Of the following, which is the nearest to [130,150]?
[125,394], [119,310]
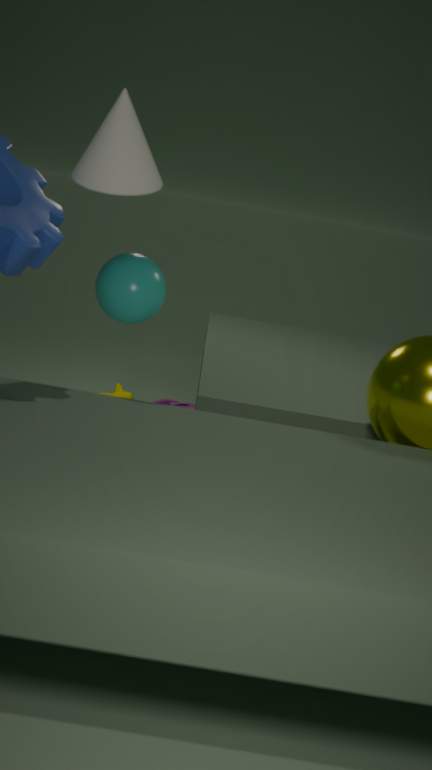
[119,310]
